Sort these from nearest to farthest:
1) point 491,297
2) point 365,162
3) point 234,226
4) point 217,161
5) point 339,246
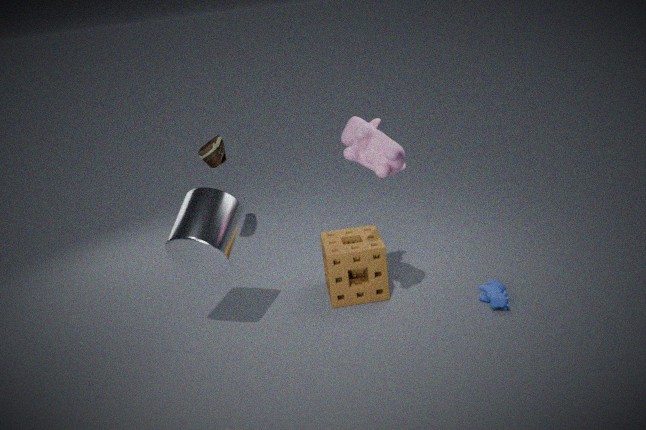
2. point 365,162, 3. point 234,226, 1. point 491,297, 5. point 339,246, 4. point 217,161
